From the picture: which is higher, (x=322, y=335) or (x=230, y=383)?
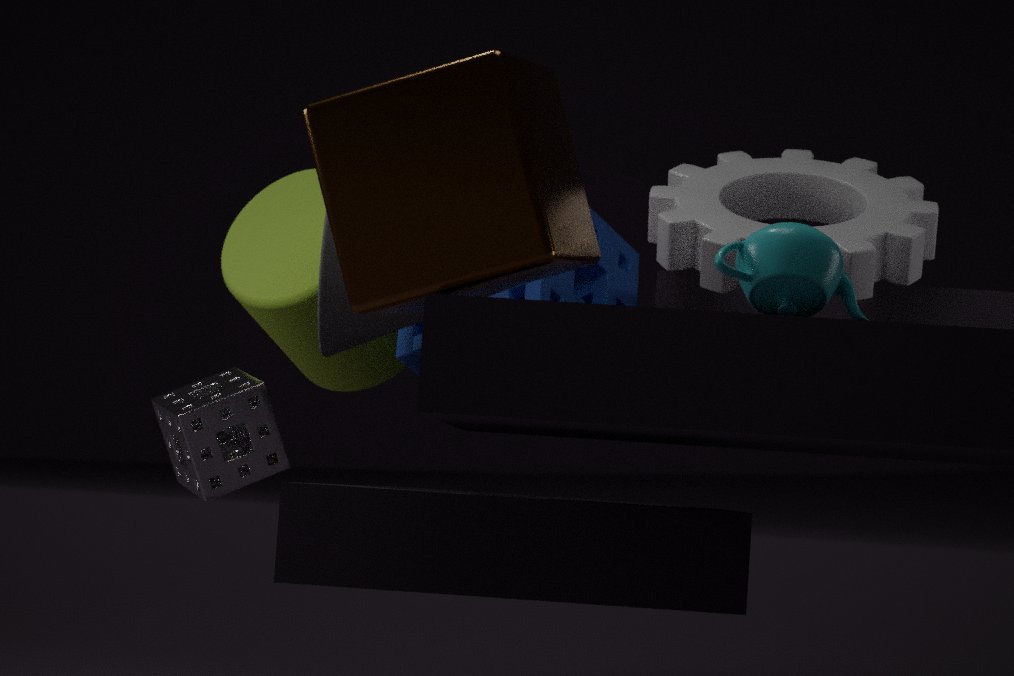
(x=322, y=335)
